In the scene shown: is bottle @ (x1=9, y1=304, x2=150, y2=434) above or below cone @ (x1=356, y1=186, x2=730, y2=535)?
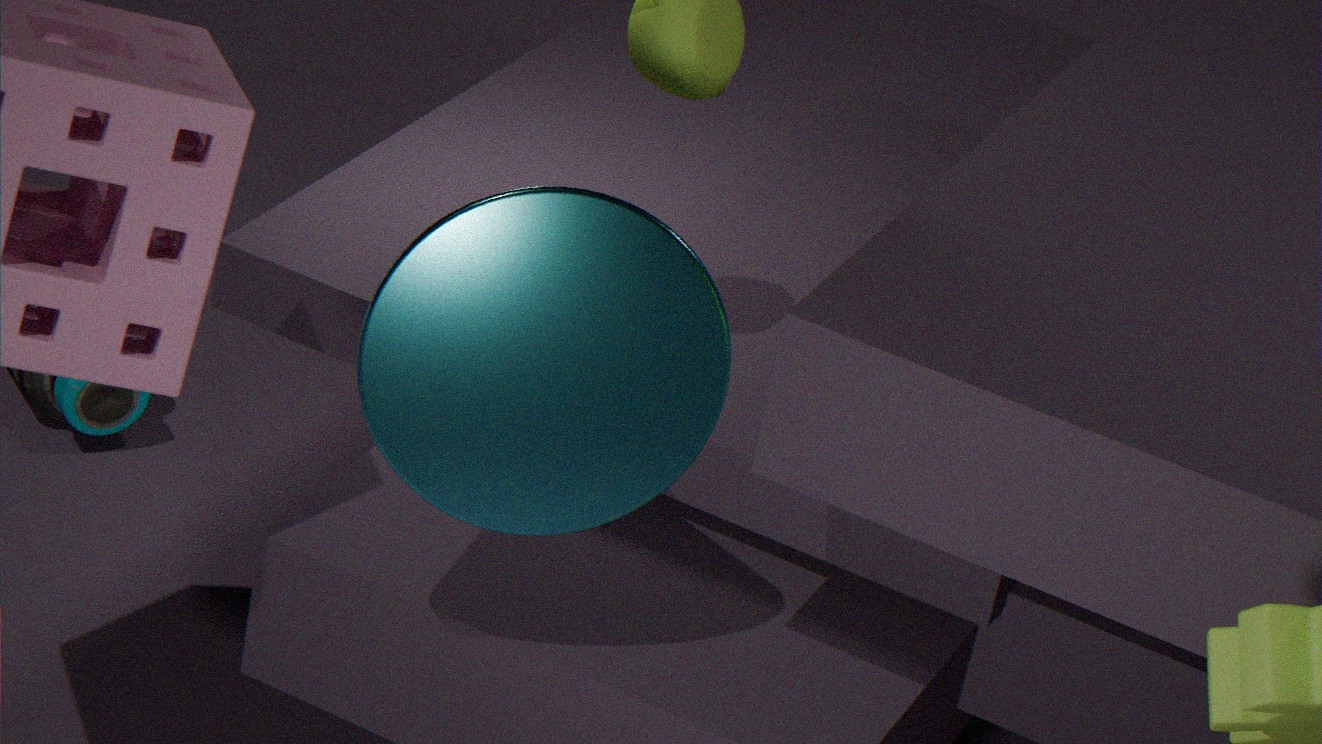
below
